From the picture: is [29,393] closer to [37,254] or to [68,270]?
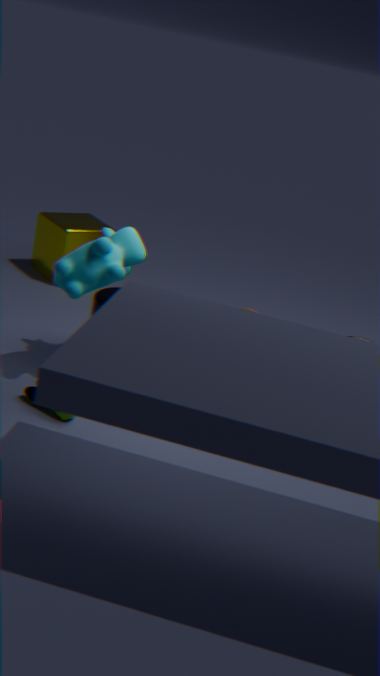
[68,270]
